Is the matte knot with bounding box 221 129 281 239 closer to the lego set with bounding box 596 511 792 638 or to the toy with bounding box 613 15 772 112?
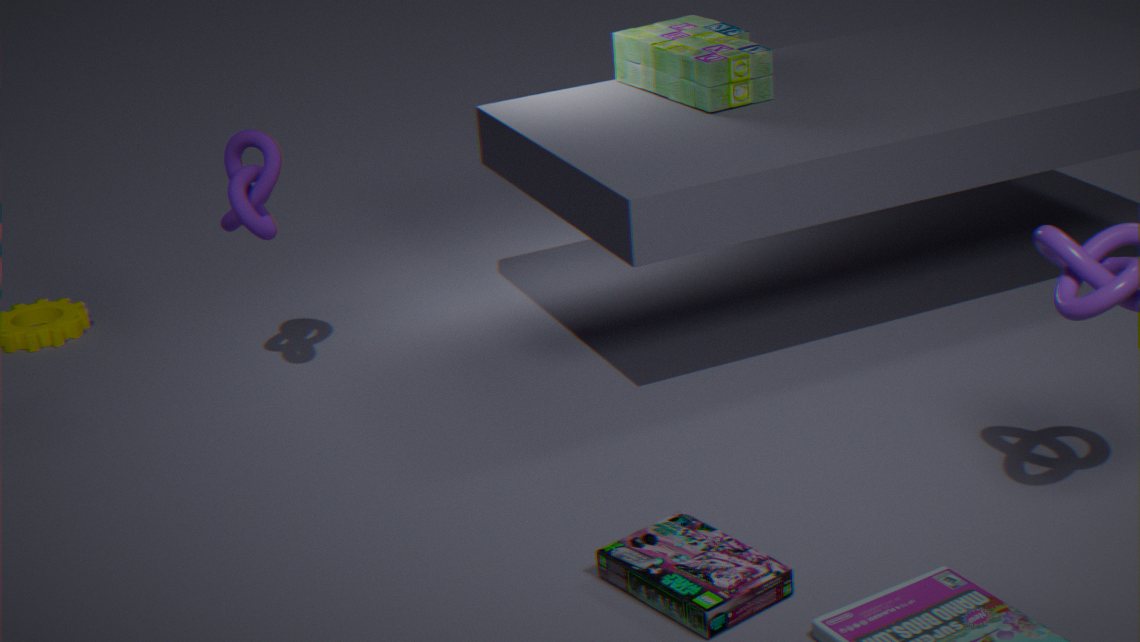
the toy with bounding box 613 15 772 112
